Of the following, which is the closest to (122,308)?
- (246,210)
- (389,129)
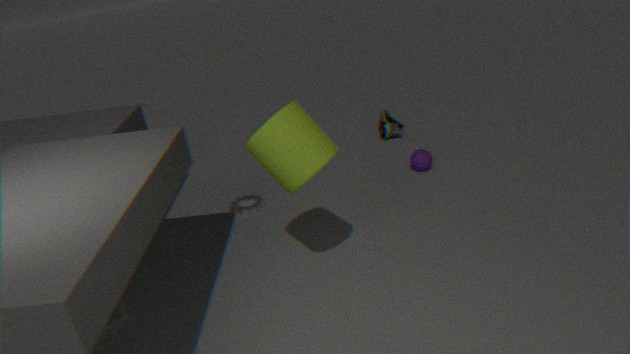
(246,210)
